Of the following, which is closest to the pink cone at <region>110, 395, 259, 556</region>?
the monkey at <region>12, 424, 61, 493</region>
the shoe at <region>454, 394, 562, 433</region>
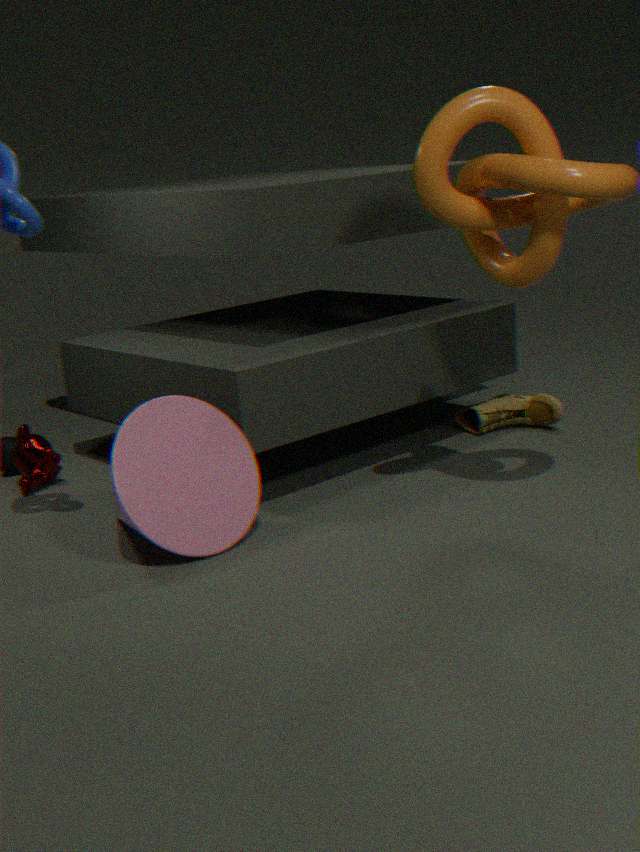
the monkey at <region>12, 424, 61, 493</region>
